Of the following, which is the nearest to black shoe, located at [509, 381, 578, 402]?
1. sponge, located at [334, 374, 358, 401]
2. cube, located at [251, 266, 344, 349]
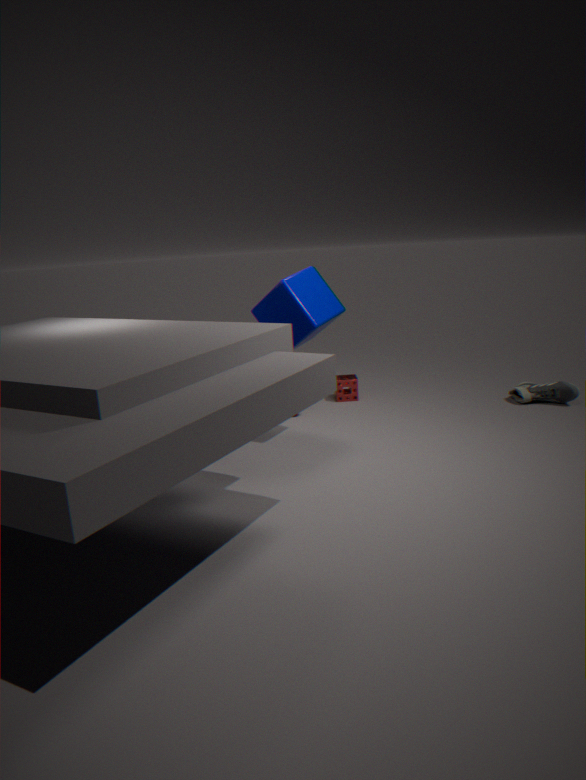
sponge, located at [334, 374, 358, 401]
